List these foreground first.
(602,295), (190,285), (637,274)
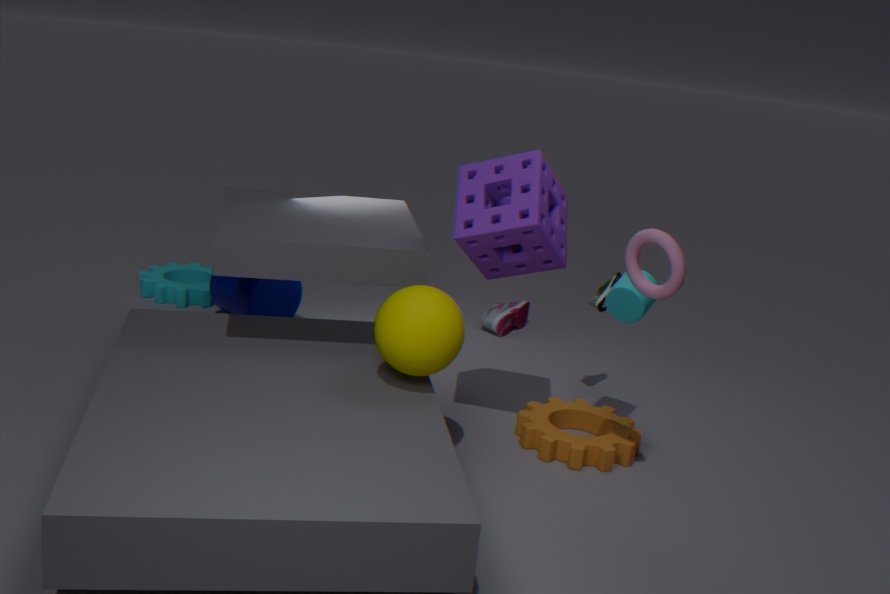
(637,274), (602,295), (190,285)
